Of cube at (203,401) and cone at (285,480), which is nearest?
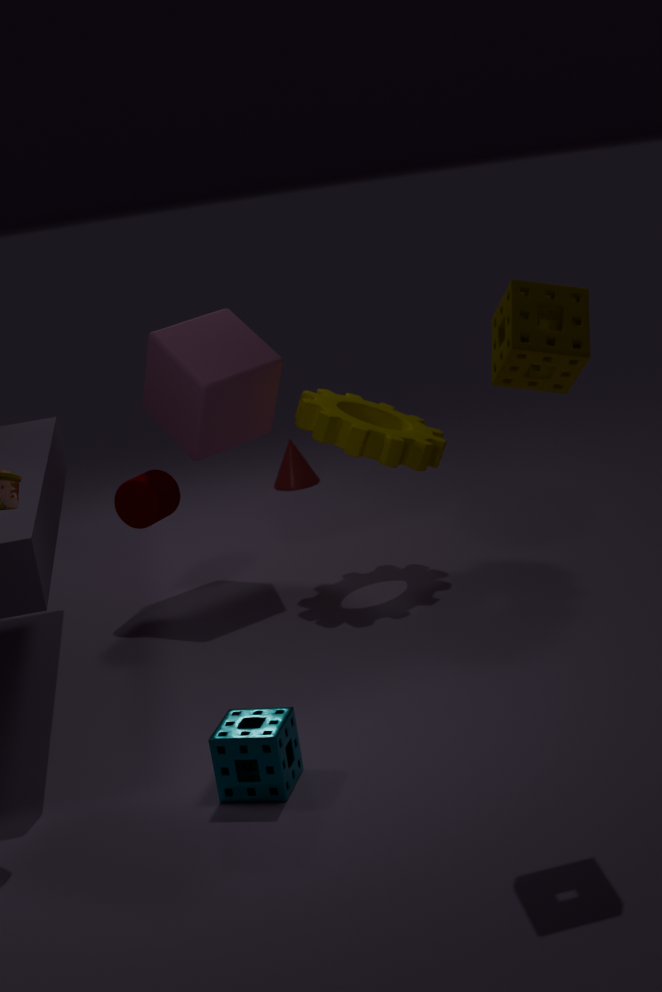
cube at (203,401)
